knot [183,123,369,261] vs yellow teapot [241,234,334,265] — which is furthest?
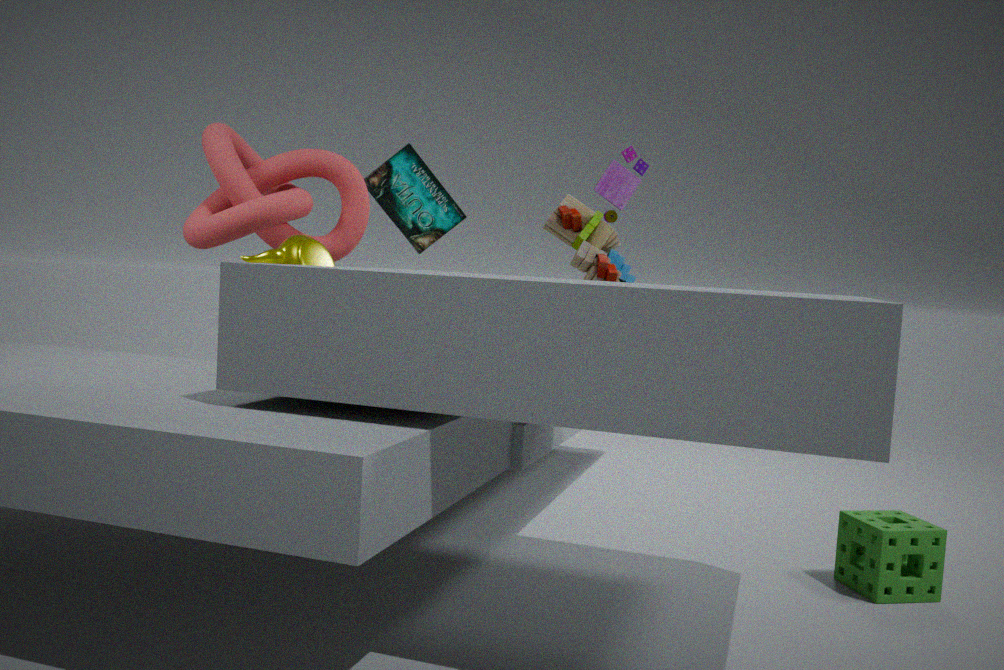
knot [183,123,369,261]
